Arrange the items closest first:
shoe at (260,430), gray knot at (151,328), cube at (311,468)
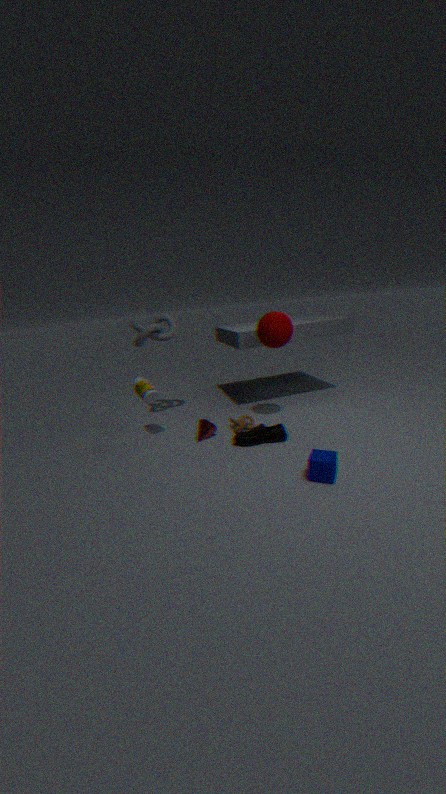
1. cube at (311,468)
2. shoe at (260,430)
3. gray knot at (151,328)
